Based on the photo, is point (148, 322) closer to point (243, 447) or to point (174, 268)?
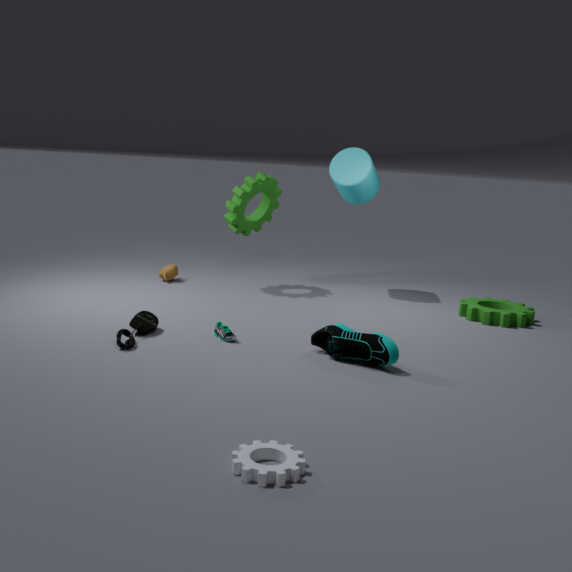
point (174, 268)
